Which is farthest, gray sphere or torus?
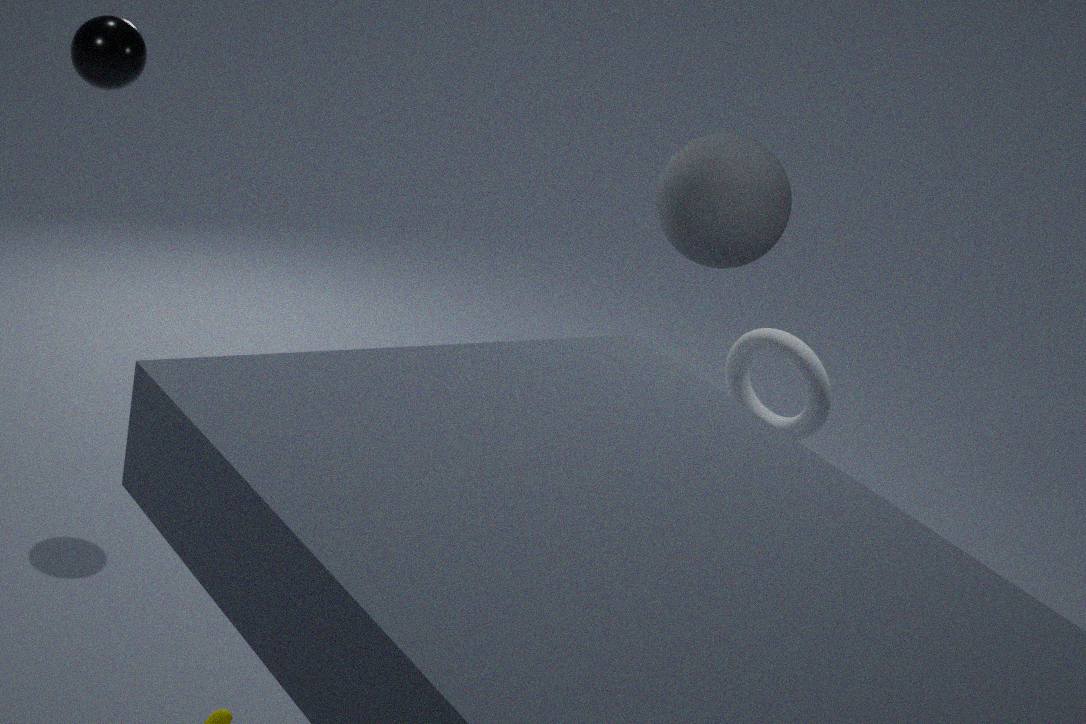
gray sphere
